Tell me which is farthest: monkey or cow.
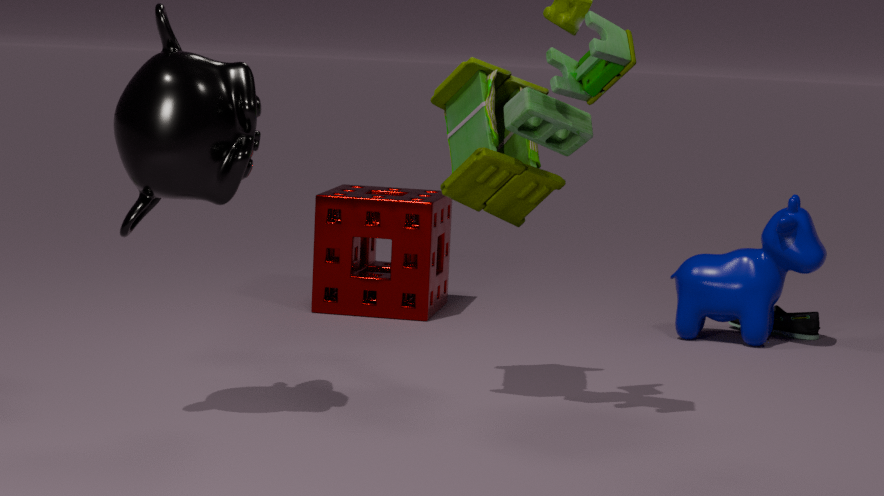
cow
